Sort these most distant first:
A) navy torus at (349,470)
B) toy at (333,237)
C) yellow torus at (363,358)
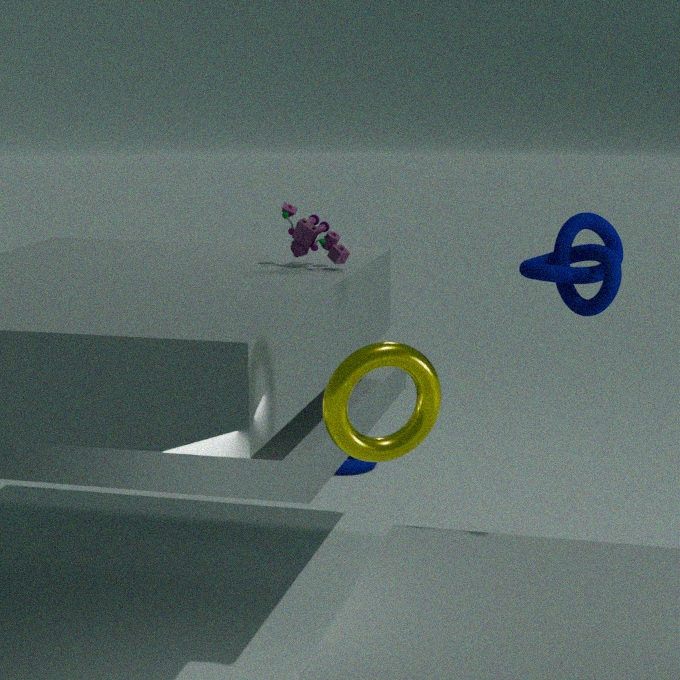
1. navy torus at (349,470)
2. toy at (333,237)
3. yellow torus at (363,358)
